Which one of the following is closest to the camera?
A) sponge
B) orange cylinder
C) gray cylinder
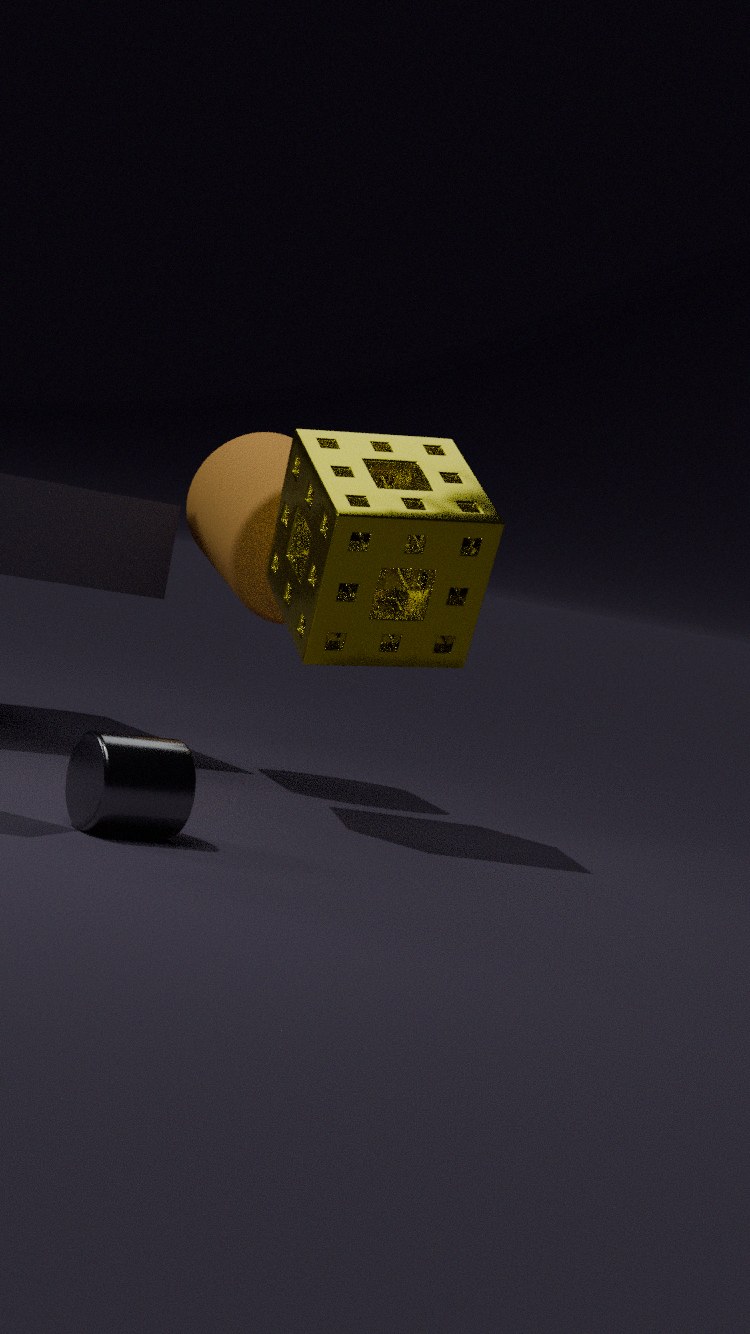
gray cylinder
